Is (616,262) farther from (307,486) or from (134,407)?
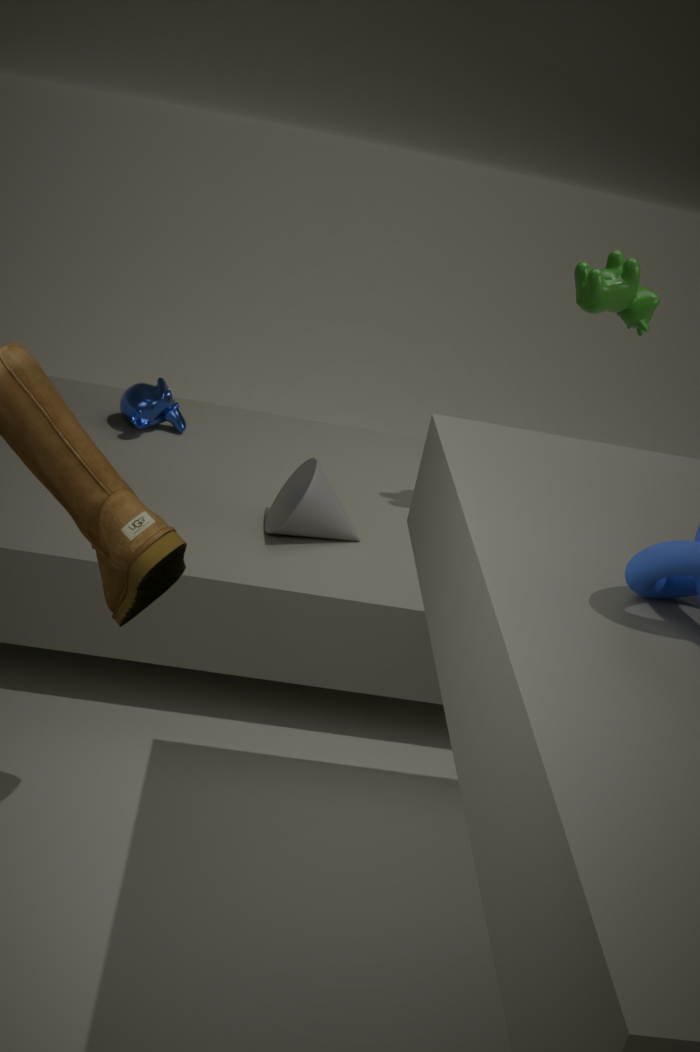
(134,407)
